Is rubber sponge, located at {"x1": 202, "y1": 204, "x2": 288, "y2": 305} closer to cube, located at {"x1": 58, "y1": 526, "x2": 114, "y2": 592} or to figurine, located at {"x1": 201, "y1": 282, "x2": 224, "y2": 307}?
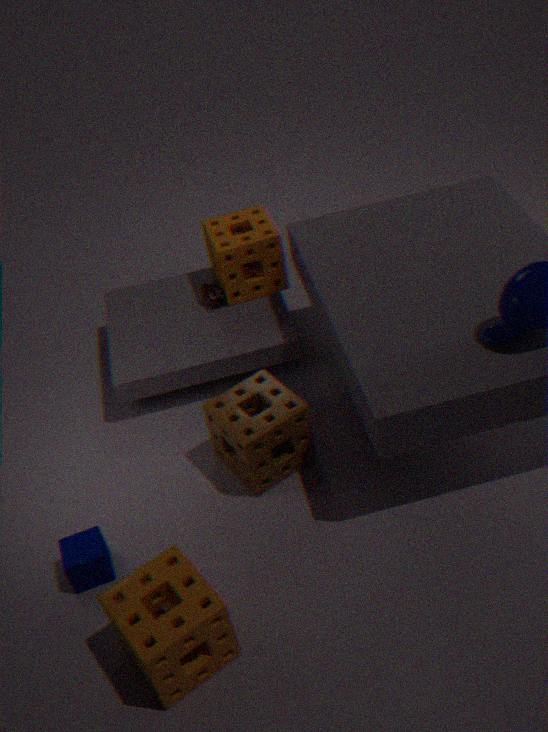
figurine, located at {"x1": 201, "y1": 282, "x2": 224, "y2": 307}
